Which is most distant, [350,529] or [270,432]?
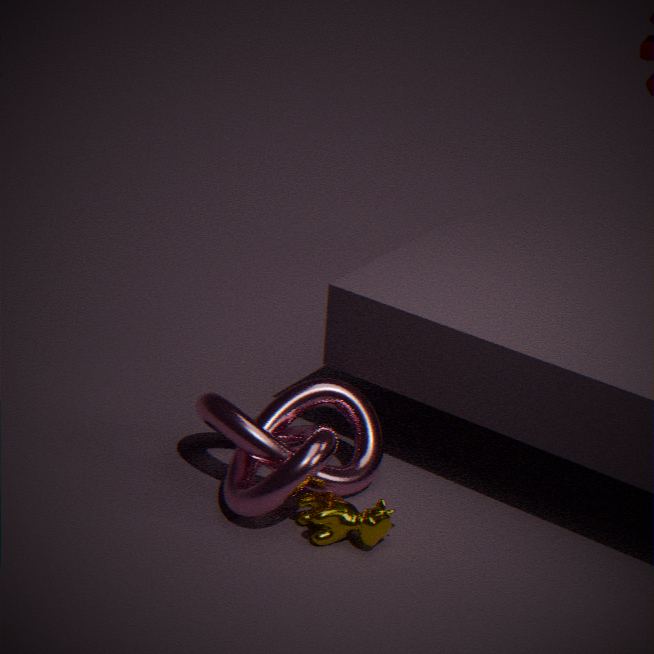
[270,432]
